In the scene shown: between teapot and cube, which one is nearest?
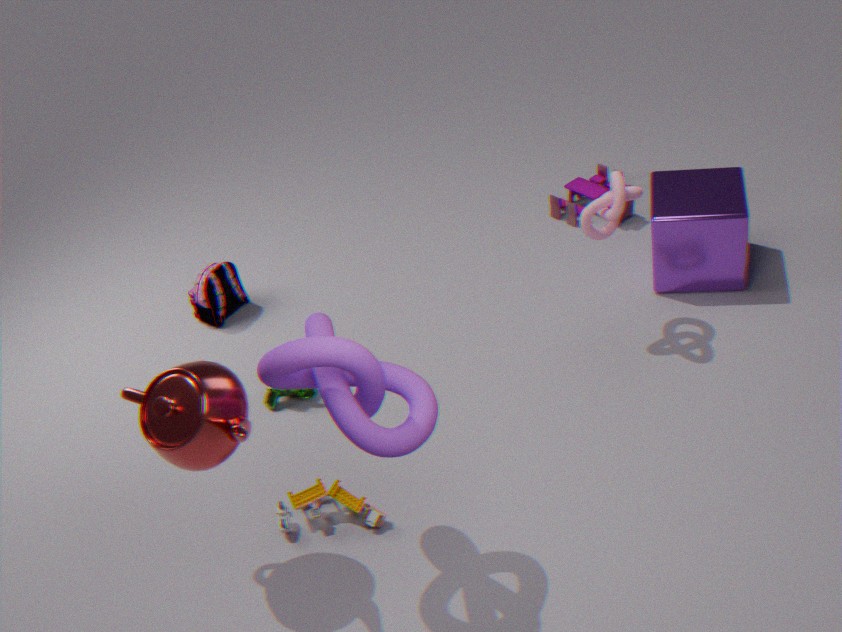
teapot
